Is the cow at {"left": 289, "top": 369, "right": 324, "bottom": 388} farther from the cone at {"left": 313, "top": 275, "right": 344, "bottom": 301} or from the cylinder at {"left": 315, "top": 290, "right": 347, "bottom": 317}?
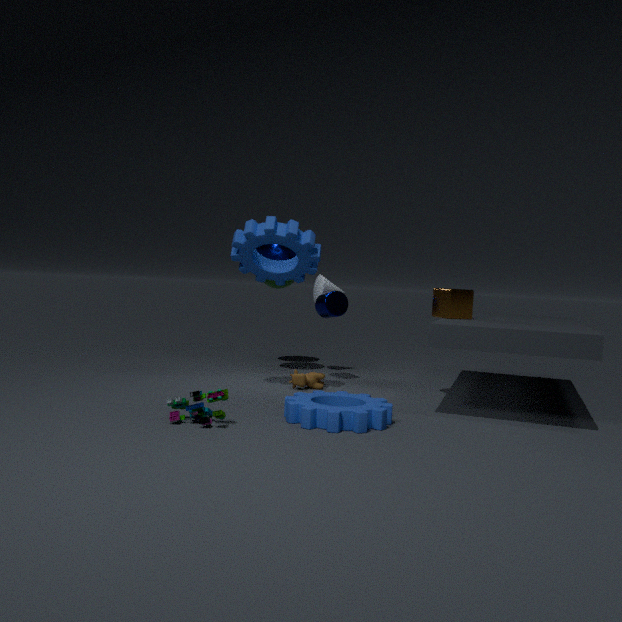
the cone at {"left": 313, "top": 275, "right": 344, "bottom": 301}
